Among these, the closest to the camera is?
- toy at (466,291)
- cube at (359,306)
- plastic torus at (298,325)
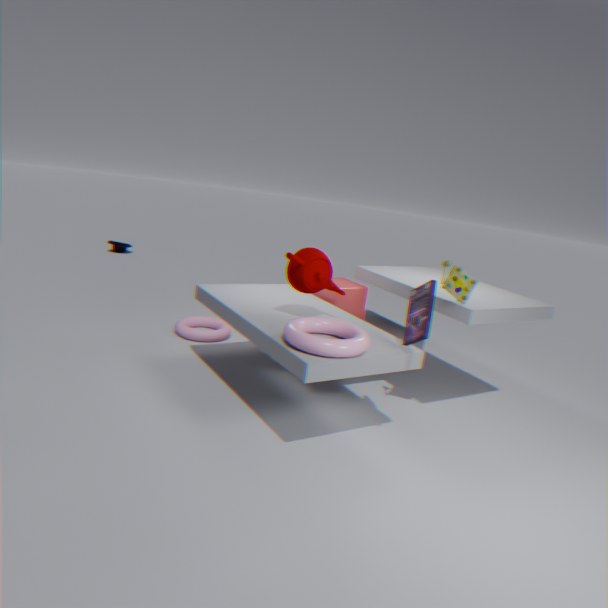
plastic torus at (298,325)
